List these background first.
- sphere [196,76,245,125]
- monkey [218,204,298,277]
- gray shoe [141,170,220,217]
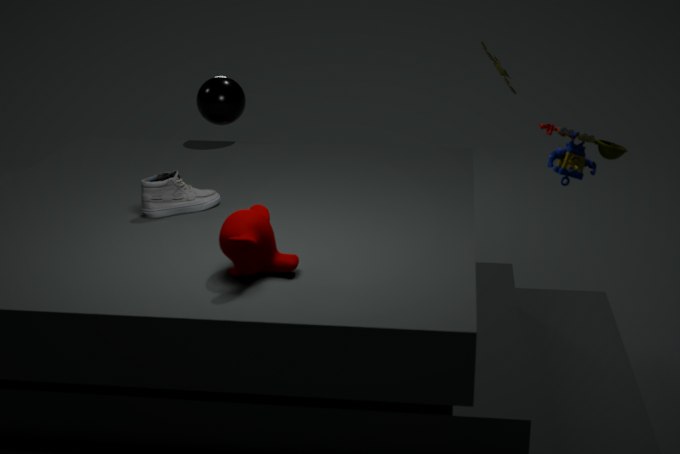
sphere [196,76,245,125]
gray shoe [141,170,220,217]
monkey [218,204,298,277]
